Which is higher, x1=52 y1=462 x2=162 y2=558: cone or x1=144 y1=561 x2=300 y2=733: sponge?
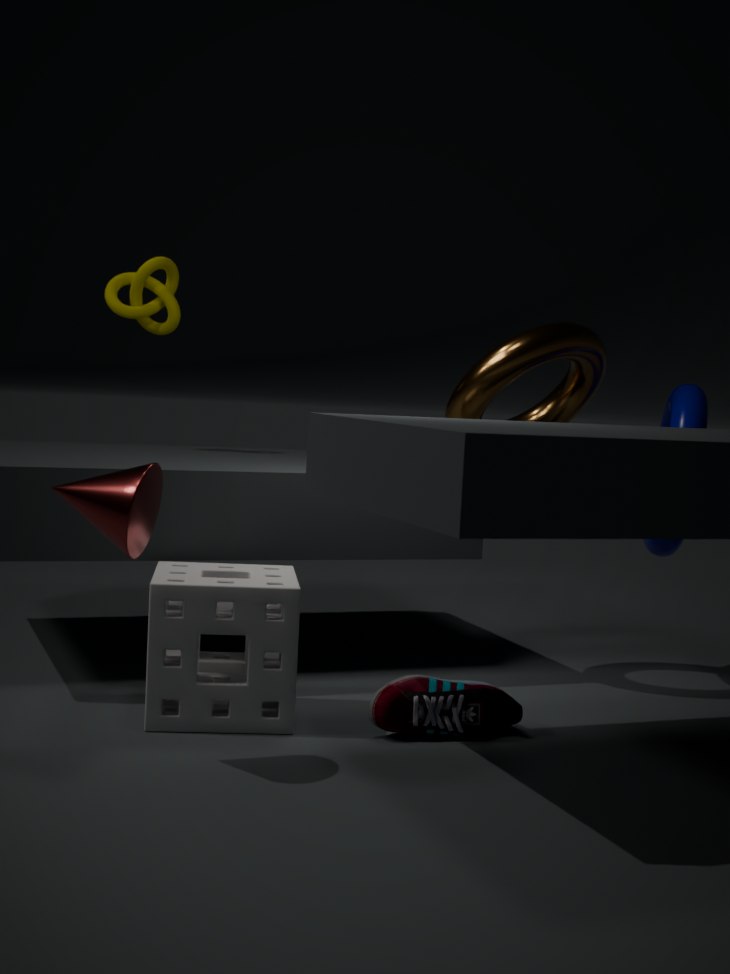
x1=52 y1=462 x2=162 y2=558: cone
